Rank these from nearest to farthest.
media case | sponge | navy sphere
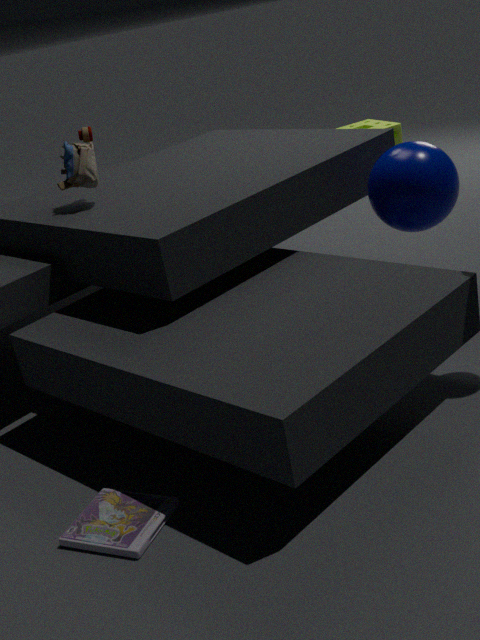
media case, navy sphere, sponge
